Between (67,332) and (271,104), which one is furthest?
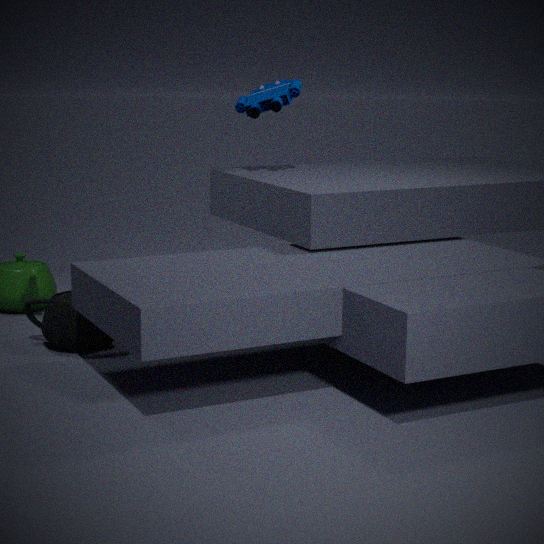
Answer: (271,104)
